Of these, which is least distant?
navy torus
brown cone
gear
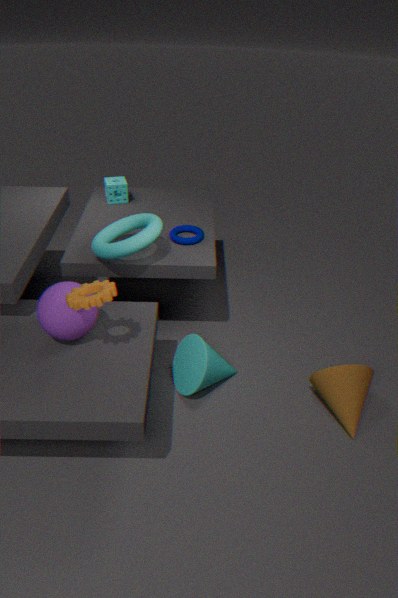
gear
